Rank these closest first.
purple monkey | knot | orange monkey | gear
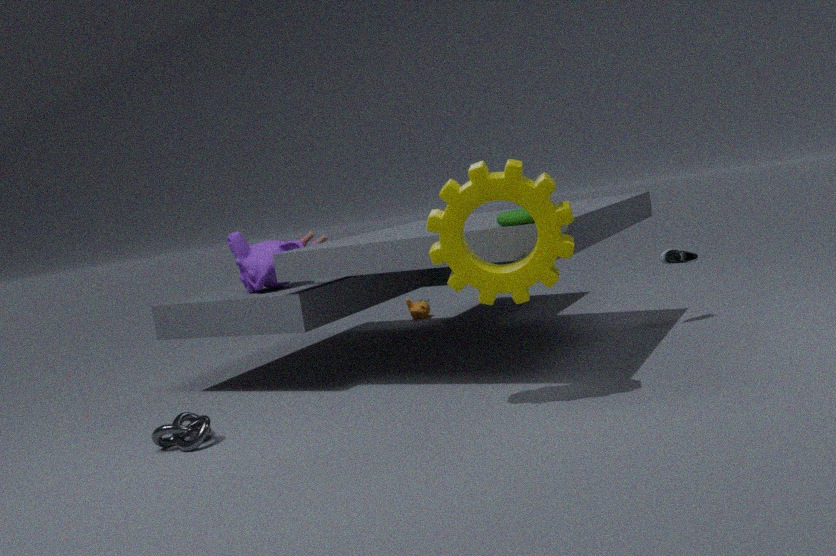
gear → knot → purple monkey → orange monkey
